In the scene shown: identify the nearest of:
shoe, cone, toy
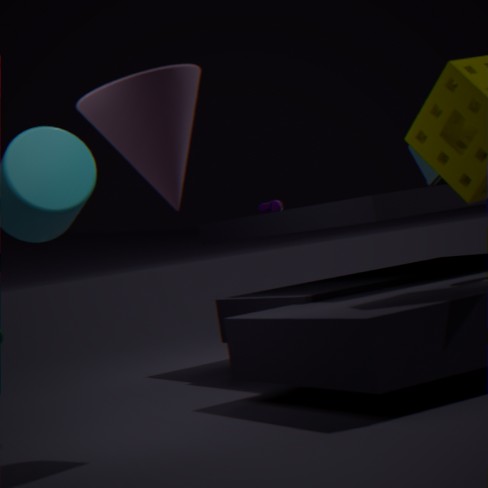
cone
